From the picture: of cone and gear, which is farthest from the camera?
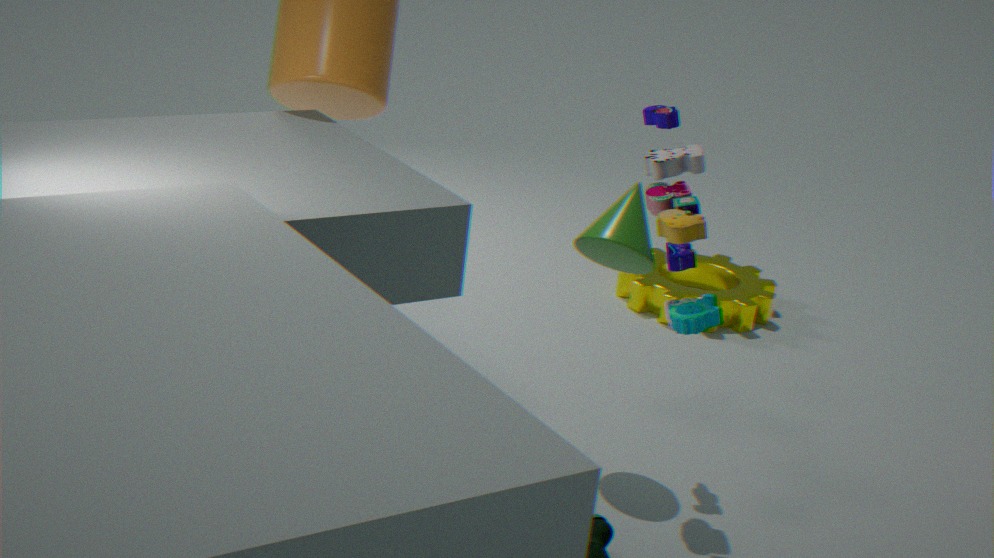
gear
